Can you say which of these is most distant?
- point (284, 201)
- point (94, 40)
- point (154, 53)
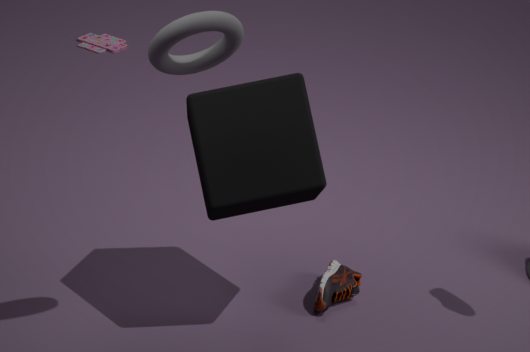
point (94, 40)
